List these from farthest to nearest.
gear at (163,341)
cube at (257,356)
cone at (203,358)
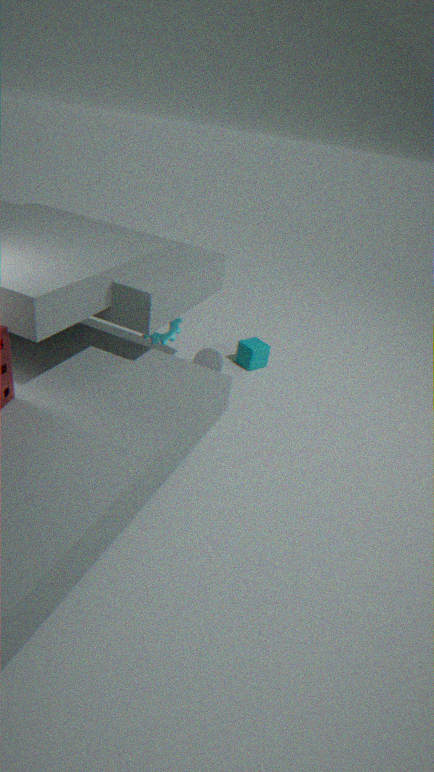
cube at (257,356) < cone at (203,358) < gear at (163,341)
